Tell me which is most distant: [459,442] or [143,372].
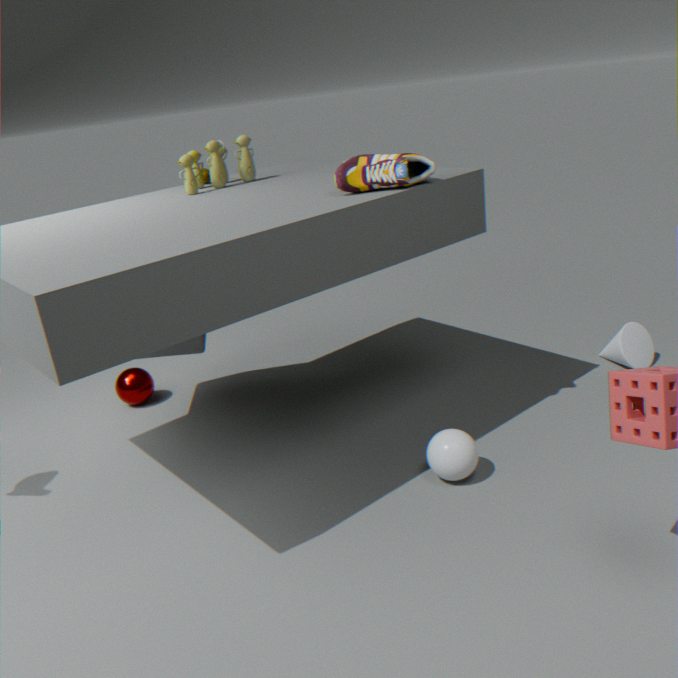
[143,372]
